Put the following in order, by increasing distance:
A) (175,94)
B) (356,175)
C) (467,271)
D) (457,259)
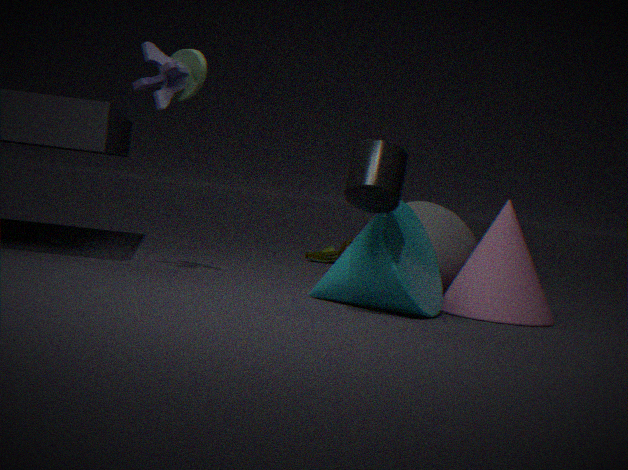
(356,175), (467,271), (457,259), (175,94)
